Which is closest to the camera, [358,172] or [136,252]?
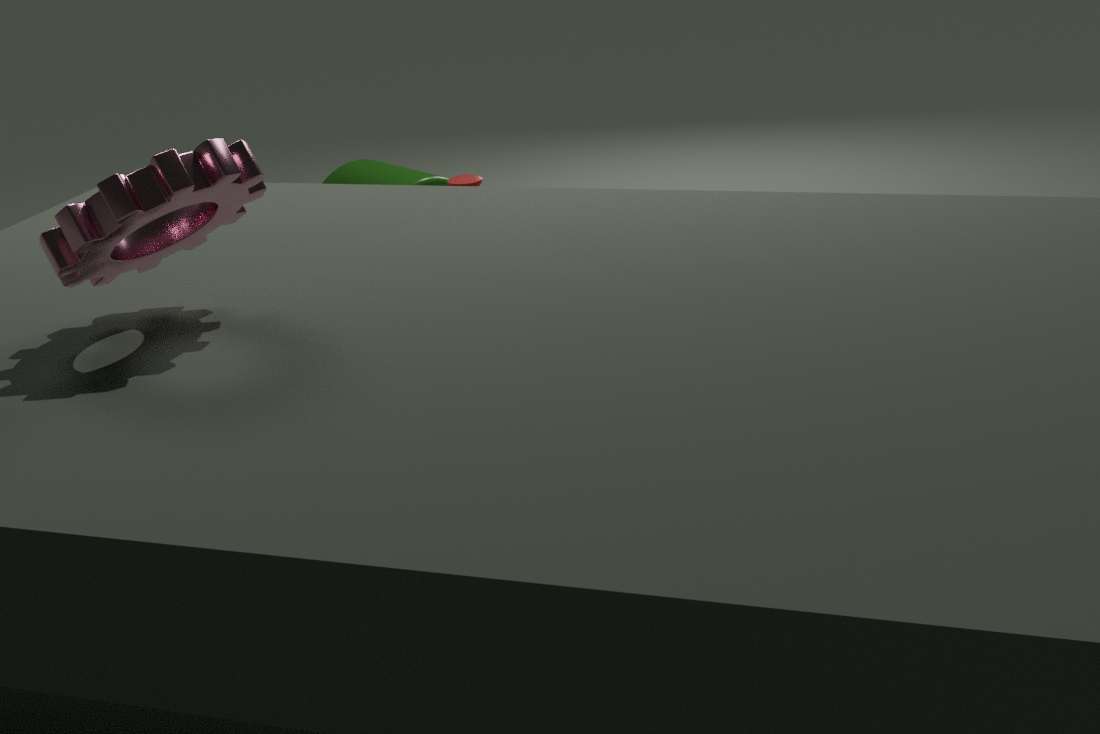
[136,252]
